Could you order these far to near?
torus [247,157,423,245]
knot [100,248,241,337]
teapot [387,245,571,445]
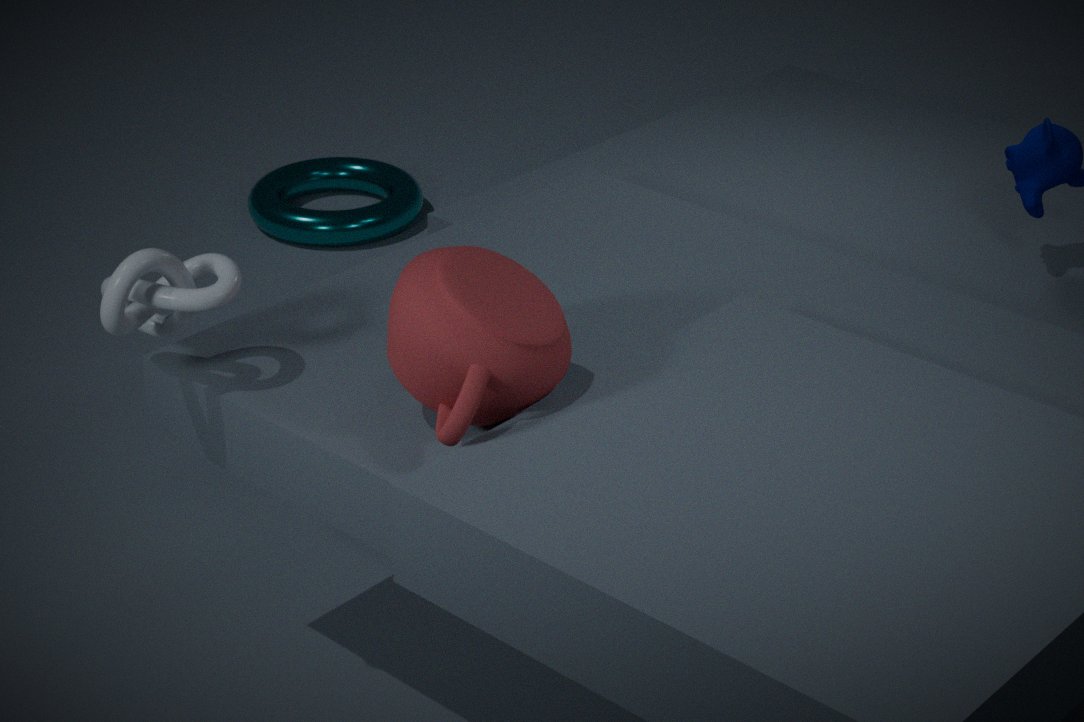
torus [247,157,423,245] < knot [100,248,241,337] < teapot [387,245,571,445]
